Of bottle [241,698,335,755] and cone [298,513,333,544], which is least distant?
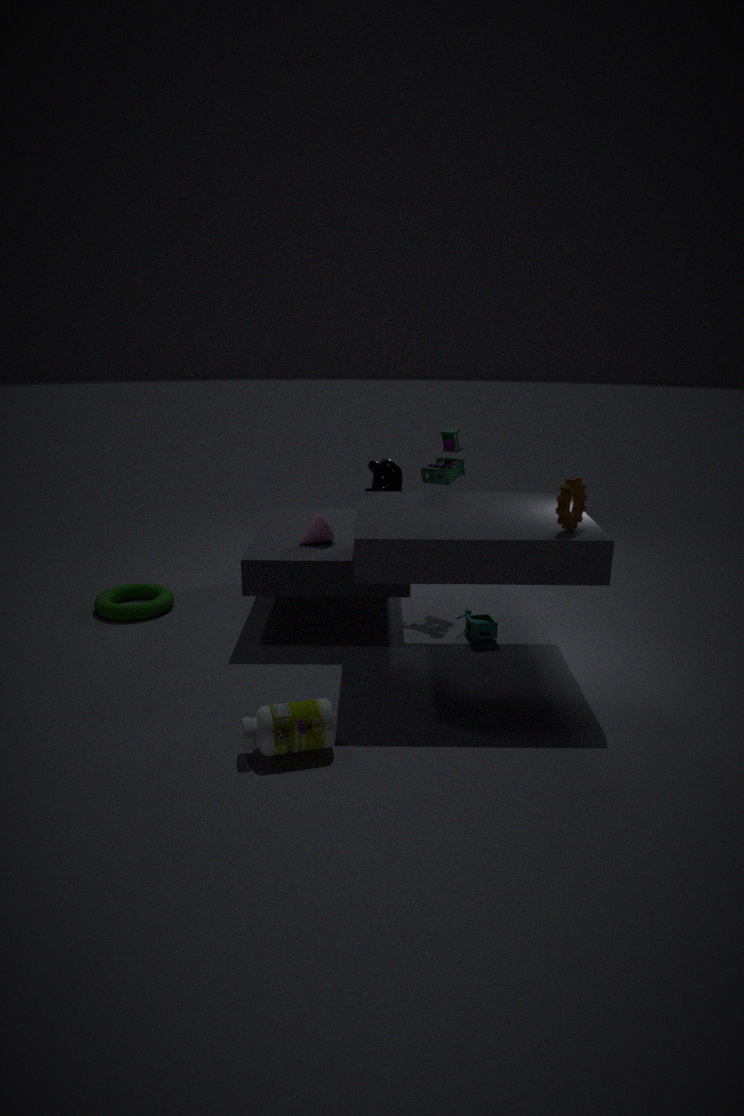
bottle [241,698,335,755]
